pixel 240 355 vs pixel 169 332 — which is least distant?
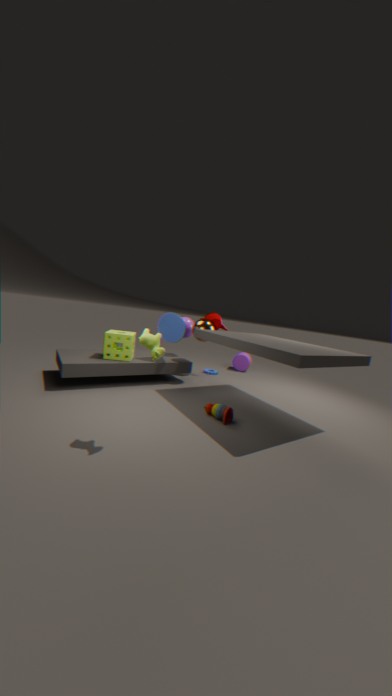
pixel 169 332
